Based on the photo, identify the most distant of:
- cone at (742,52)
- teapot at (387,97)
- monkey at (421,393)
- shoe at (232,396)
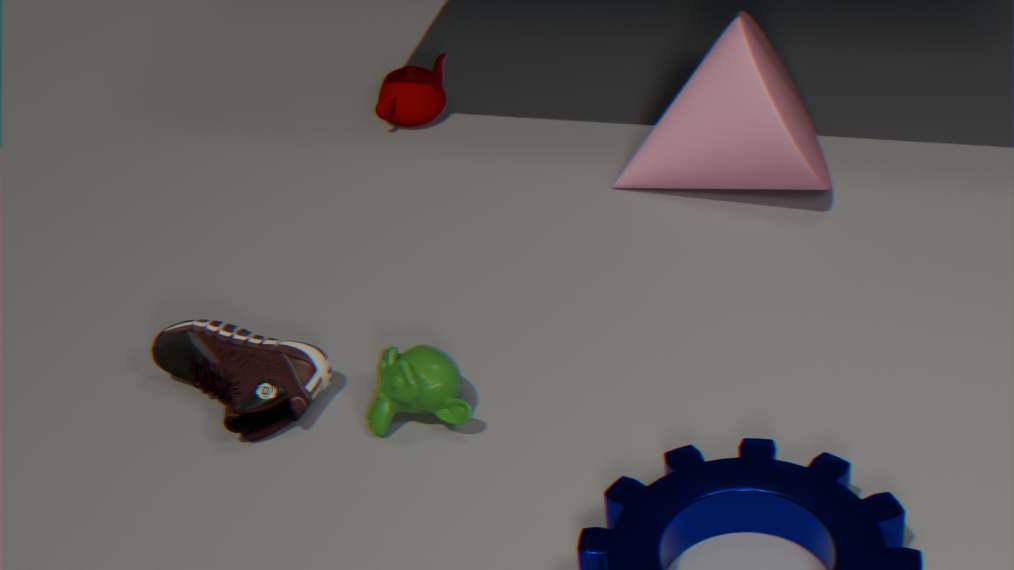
teapot at (387,97)
